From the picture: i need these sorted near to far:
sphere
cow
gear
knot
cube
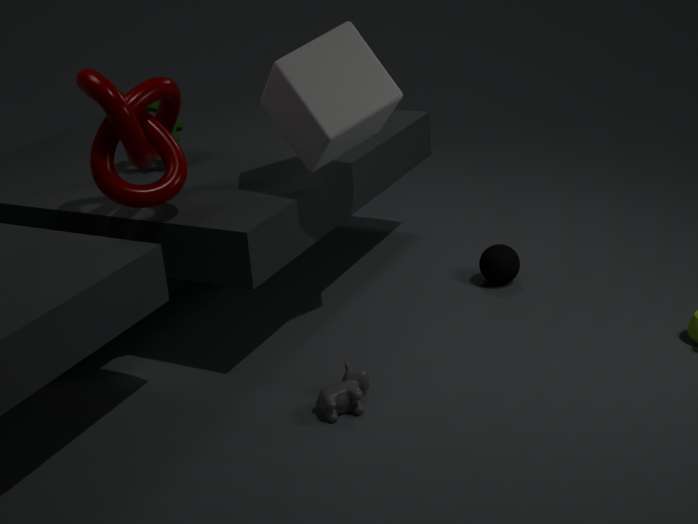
knot < cow < cube < gear < sphere
